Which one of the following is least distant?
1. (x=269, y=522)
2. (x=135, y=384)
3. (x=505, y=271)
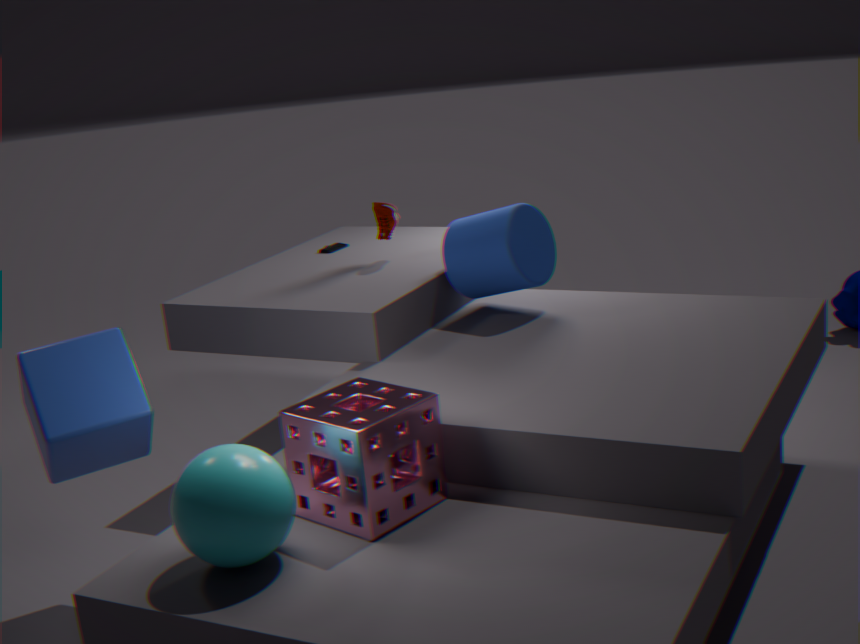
(x=269, y=522)
